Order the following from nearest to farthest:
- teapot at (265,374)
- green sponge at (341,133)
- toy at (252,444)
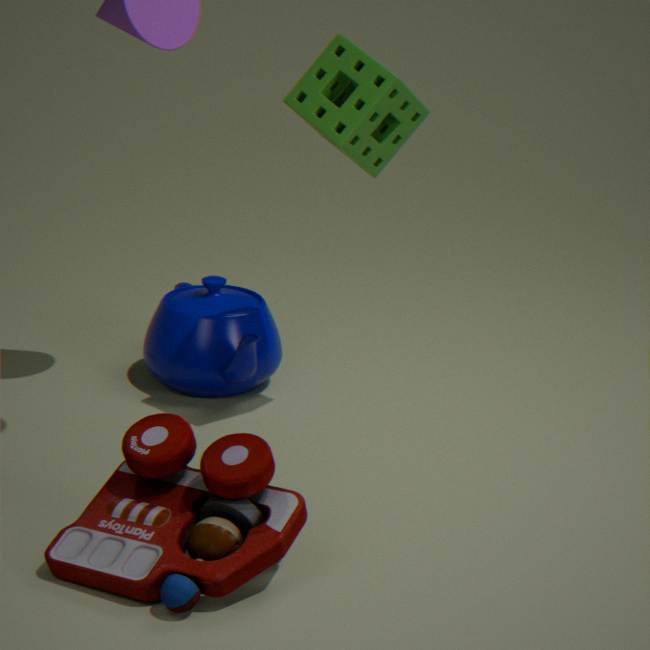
toy at (252,444) → green sponge at (341,133) → teapot at (265,374)
